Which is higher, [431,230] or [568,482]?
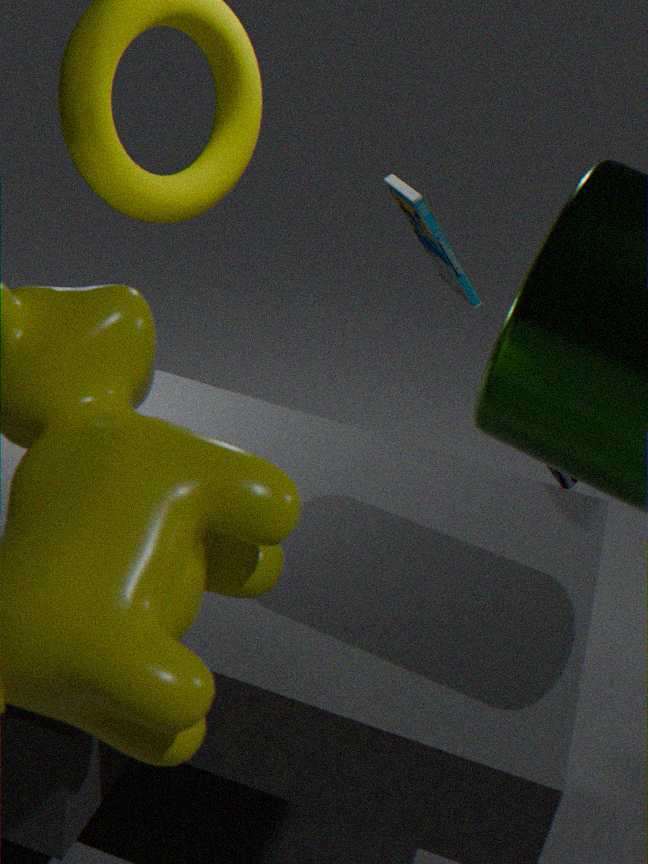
[431,230]
